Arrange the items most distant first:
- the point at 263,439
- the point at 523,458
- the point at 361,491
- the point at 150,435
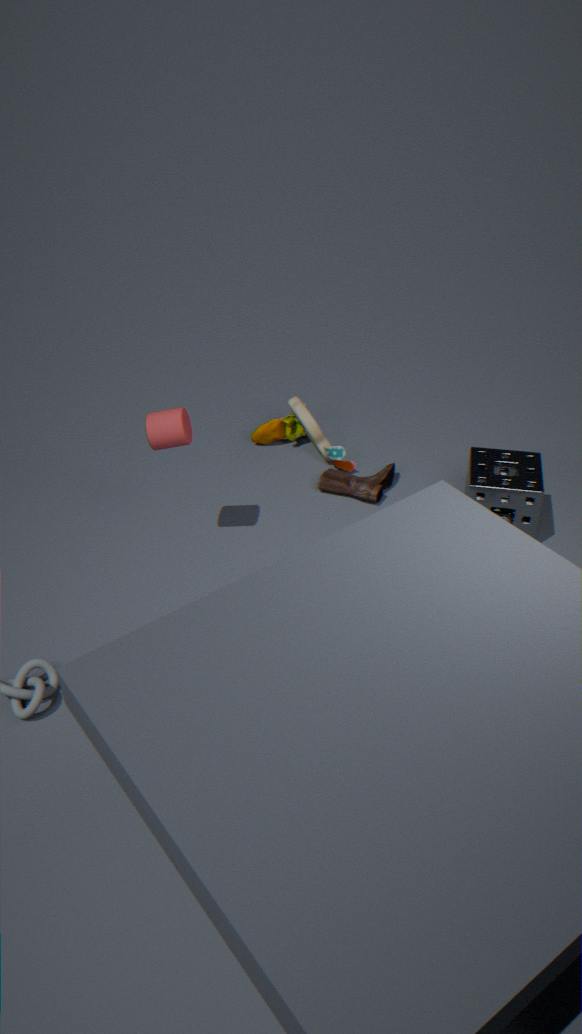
the point at 263,439 → the point at 361,491 → the point at 523,458 → the point at 150,435
